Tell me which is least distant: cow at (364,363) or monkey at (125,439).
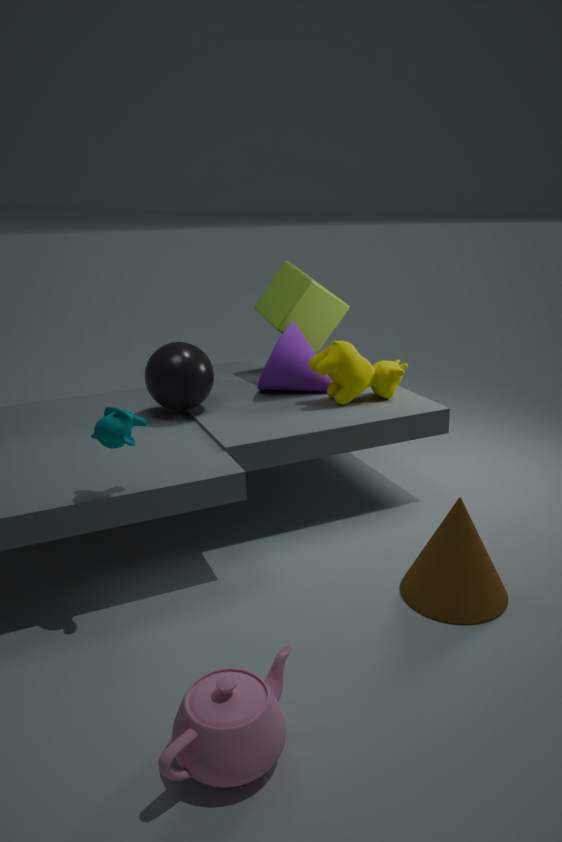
monkey at (125,439)
